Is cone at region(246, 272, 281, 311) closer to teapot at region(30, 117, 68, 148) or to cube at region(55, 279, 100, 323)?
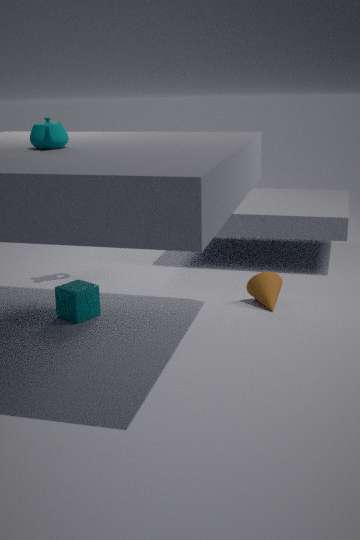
cube at region(55, 279, 100, 323)
